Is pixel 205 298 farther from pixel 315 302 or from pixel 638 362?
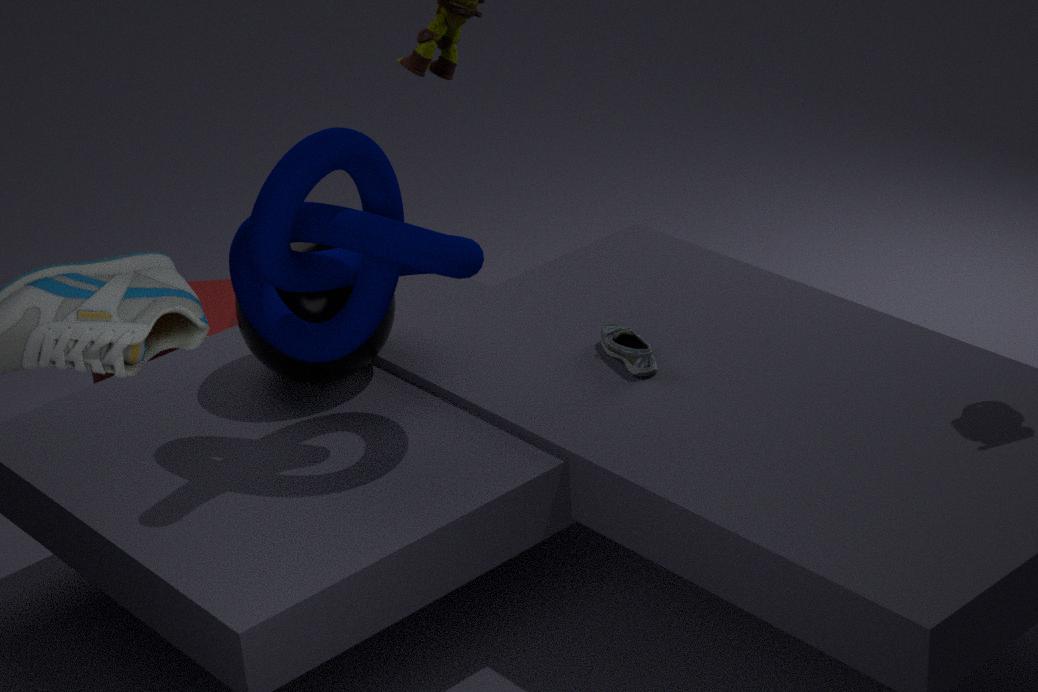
pixel 638 362
